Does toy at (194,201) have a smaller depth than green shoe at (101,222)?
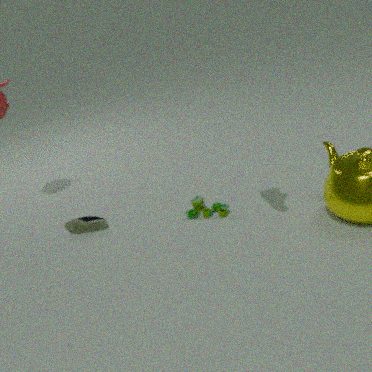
Yes
